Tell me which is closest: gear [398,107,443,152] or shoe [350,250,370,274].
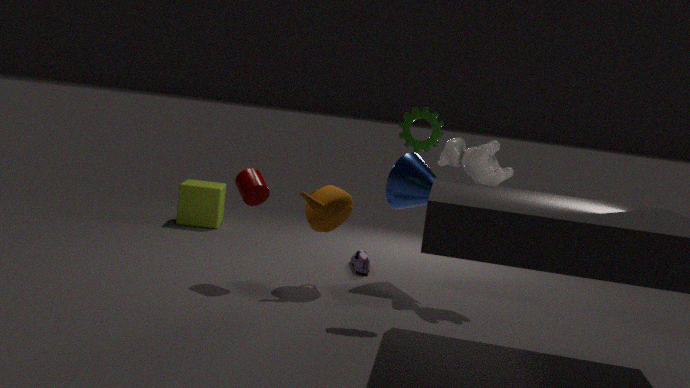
gear [398,107,443,152]
